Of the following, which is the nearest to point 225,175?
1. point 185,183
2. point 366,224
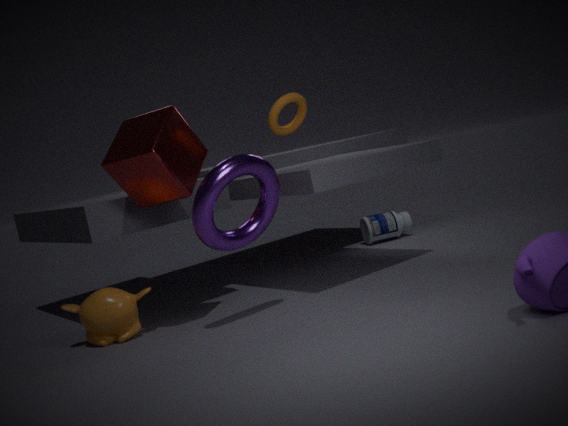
point 185,183
